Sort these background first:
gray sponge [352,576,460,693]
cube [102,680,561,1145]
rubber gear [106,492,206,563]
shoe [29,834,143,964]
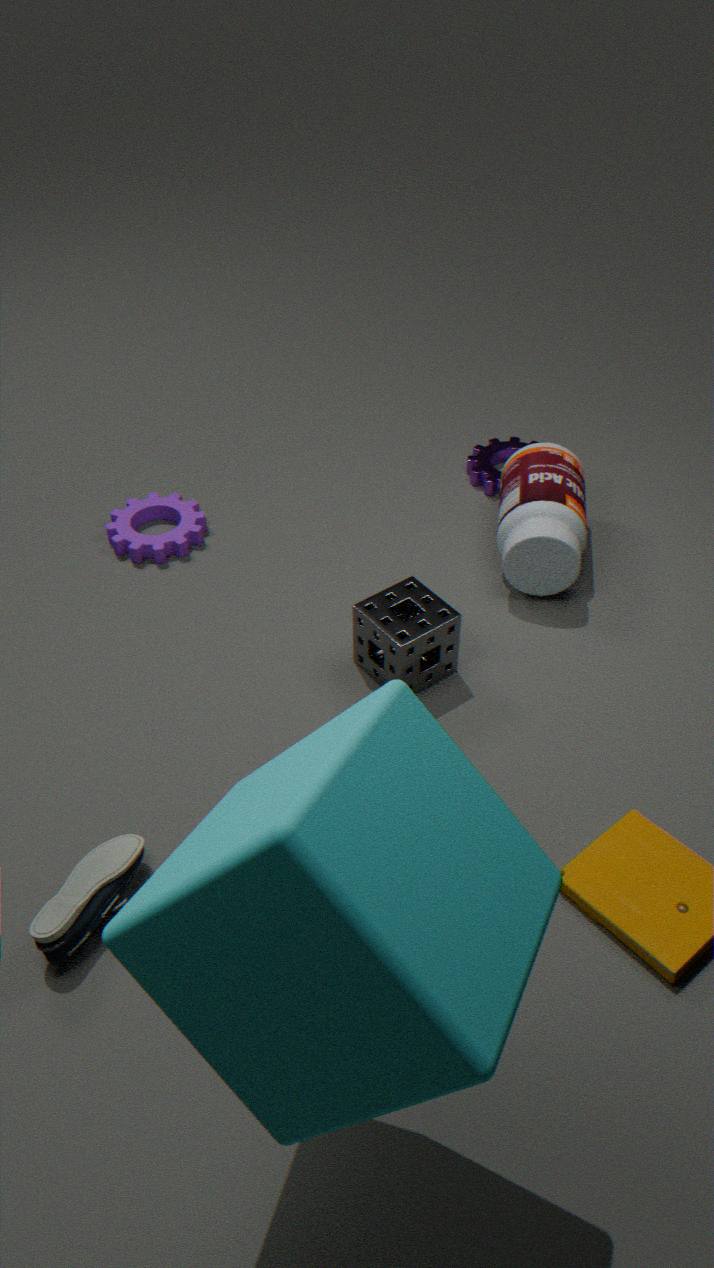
rubber gear [106,492,206,563], gray sponge [352,576,460,693], shoe [29,834,143,964], cube [102,680,561,1145]
